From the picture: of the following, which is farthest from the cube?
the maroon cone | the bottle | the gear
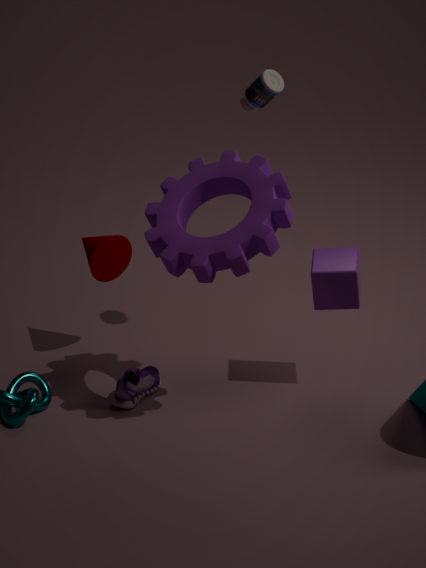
the maroon cone
